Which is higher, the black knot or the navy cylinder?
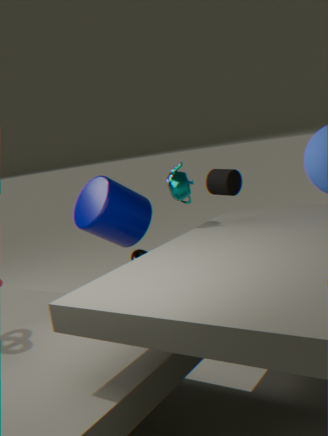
the navy cylinder
